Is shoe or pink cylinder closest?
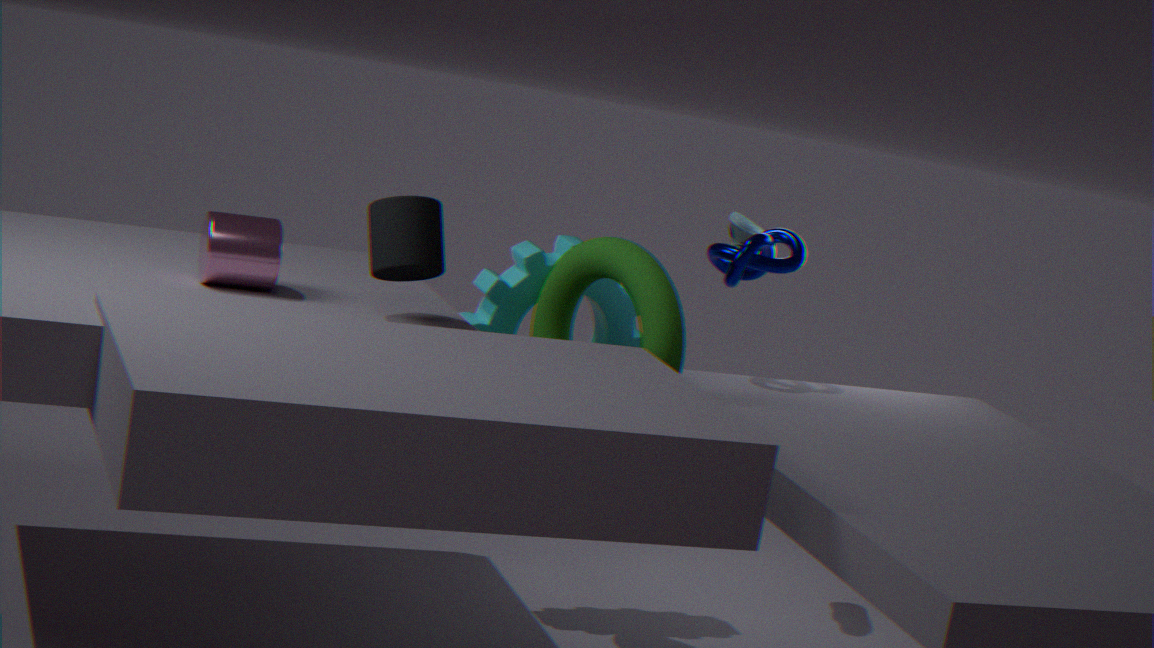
pink cylinder
